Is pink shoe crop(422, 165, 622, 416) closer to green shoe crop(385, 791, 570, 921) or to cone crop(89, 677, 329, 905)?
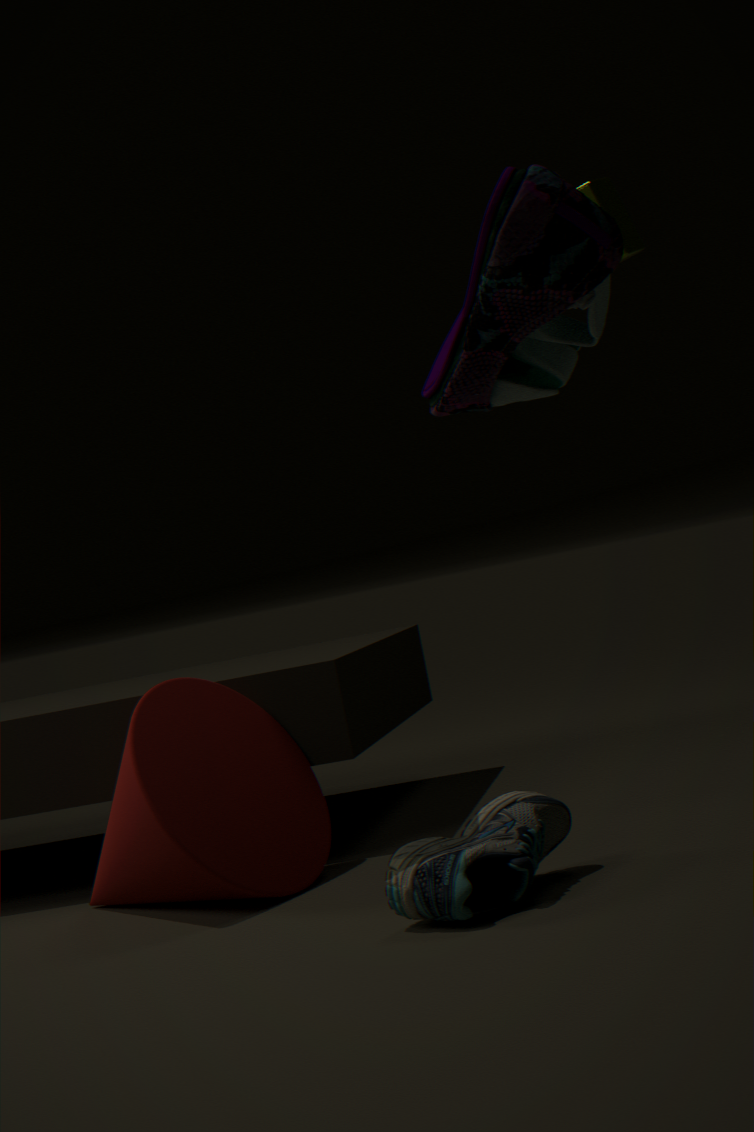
green shoe crop(385, 791, 570, 921)
